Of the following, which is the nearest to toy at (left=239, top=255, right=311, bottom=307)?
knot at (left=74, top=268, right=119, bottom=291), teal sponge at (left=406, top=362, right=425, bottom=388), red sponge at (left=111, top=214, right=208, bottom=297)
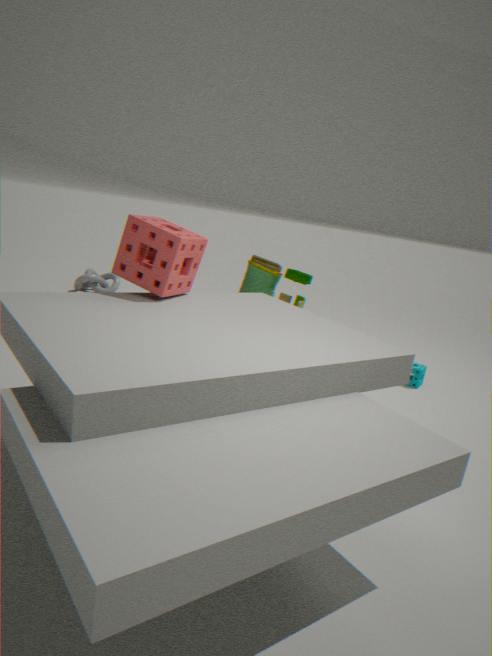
red sponge at (left=111, top=214, right=208, bottom=297)
